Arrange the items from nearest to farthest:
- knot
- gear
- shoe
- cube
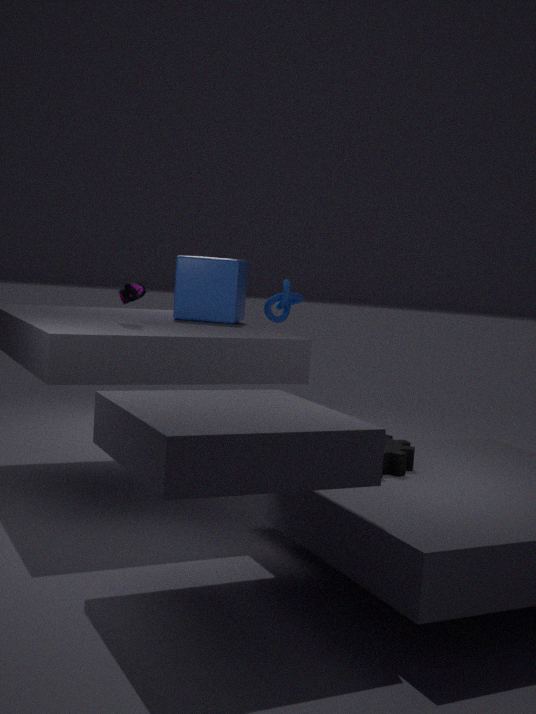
gear < shoe < cube < knot
